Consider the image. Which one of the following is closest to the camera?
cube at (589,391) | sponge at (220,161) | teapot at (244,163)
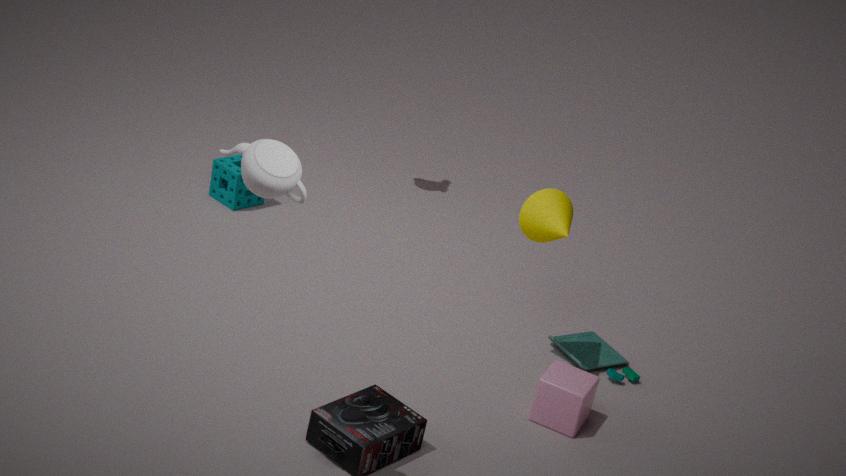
teapot at (244,163)
